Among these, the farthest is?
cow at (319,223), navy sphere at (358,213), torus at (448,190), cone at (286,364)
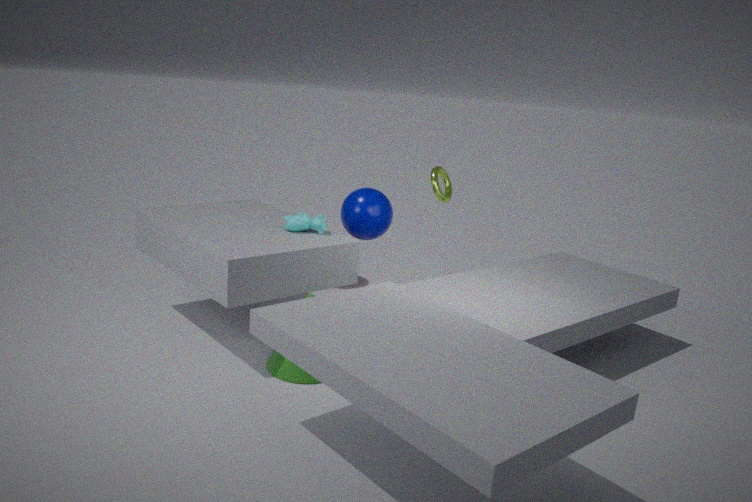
torus at (448,190)
